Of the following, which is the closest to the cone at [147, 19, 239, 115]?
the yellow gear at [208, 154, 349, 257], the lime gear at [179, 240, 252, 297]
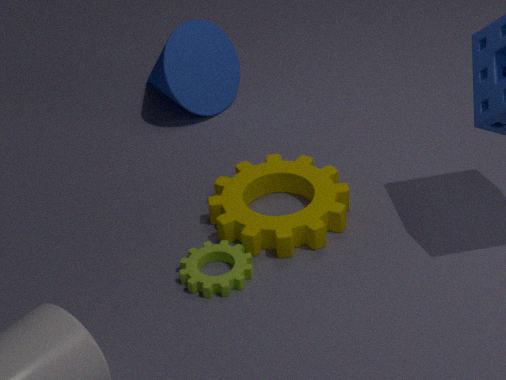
the yellow gear at [208, 154, 349, 257]
